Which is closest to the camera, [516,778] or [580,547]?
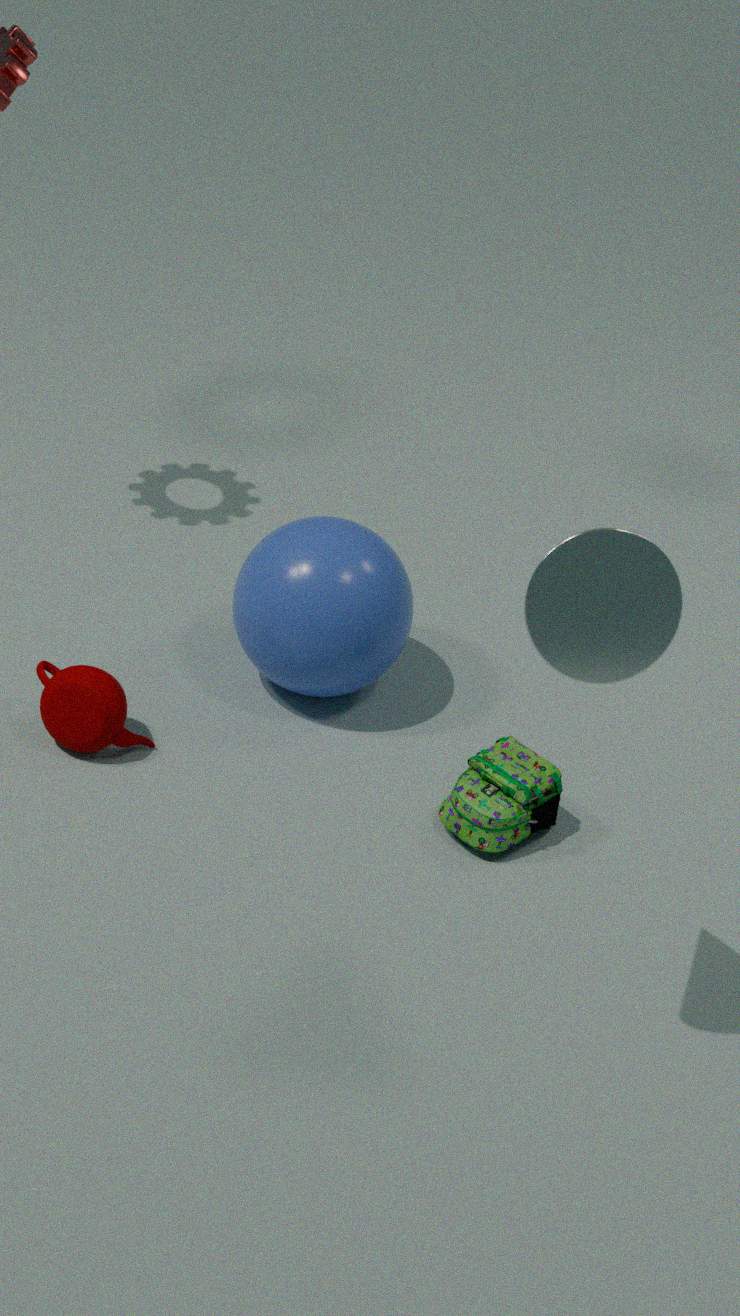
[580,547]
